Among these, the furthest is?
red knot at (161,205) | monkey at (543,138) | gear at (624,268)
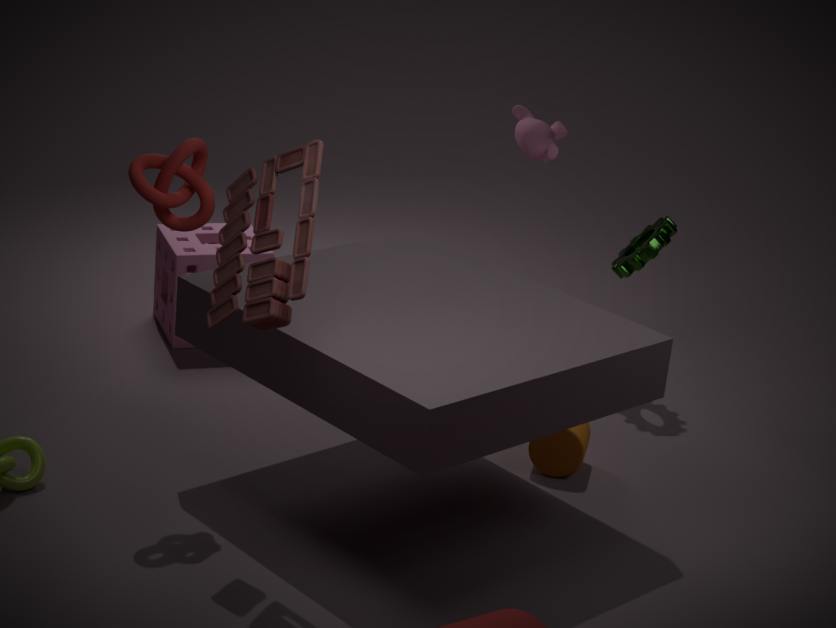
monkey at (543,138)
